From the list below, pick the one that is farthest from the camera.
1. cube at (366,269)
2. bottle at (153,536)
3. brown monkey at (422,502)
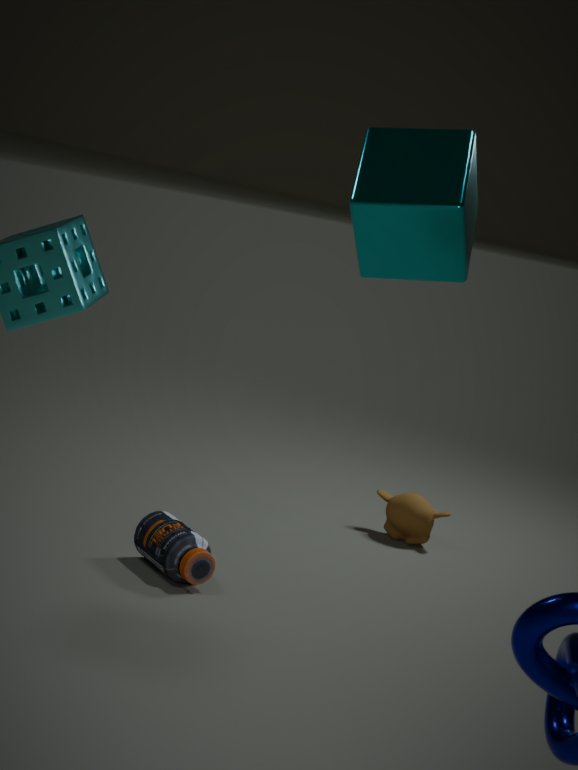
brown monkey at (422,502)
